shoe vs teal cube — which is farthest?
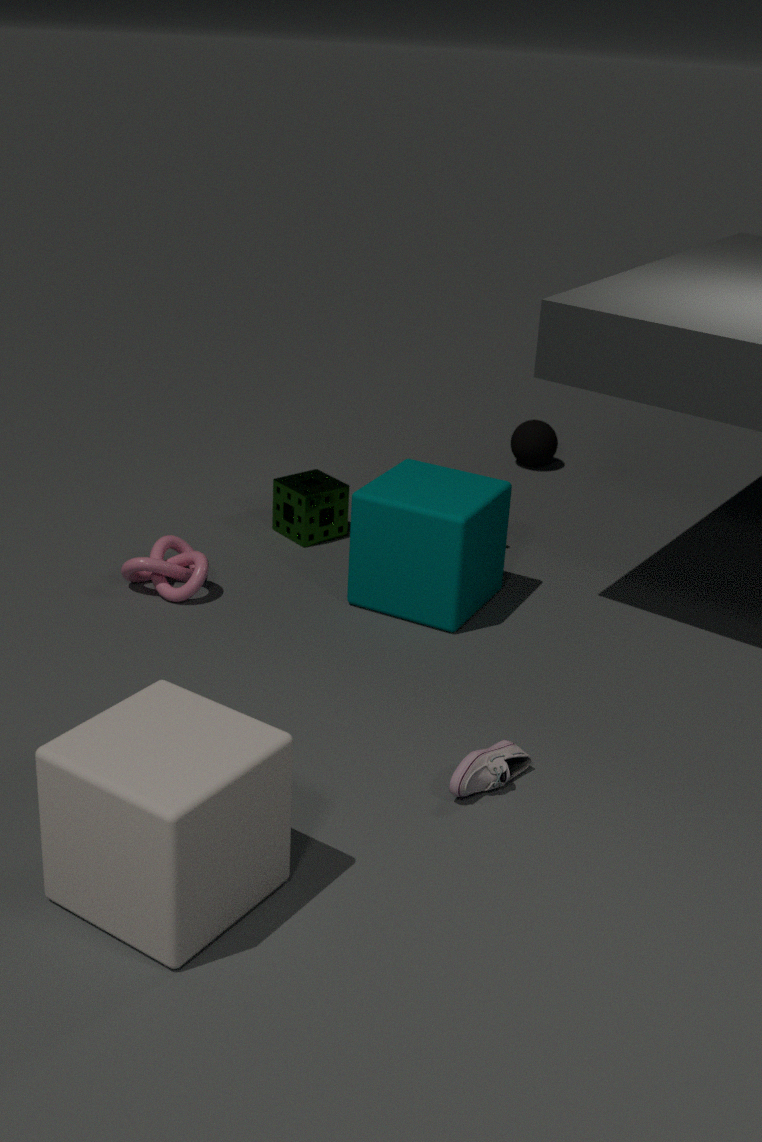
teal cube
